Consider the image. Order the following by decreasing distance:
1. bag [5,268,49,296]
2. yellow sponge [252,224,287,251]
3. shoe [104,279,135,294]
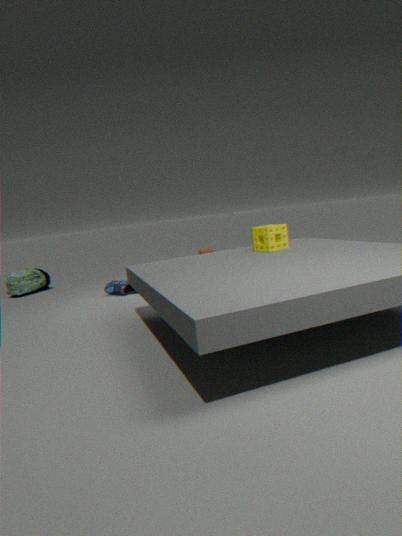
bag [5,268,49,296] < shoe [104,279,135,294] < yellow sponge [252,224,287,251]
